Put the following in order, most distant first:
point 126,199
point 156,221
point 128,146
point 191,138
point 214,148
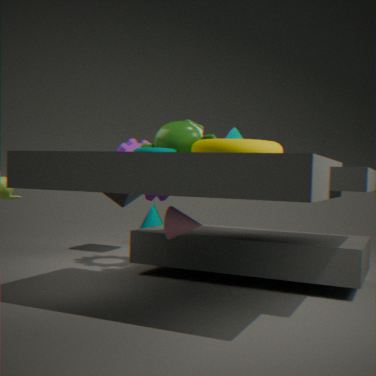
point 156,221 → point 126,199 → point 128,146 → point 191,138 → point 214,148
